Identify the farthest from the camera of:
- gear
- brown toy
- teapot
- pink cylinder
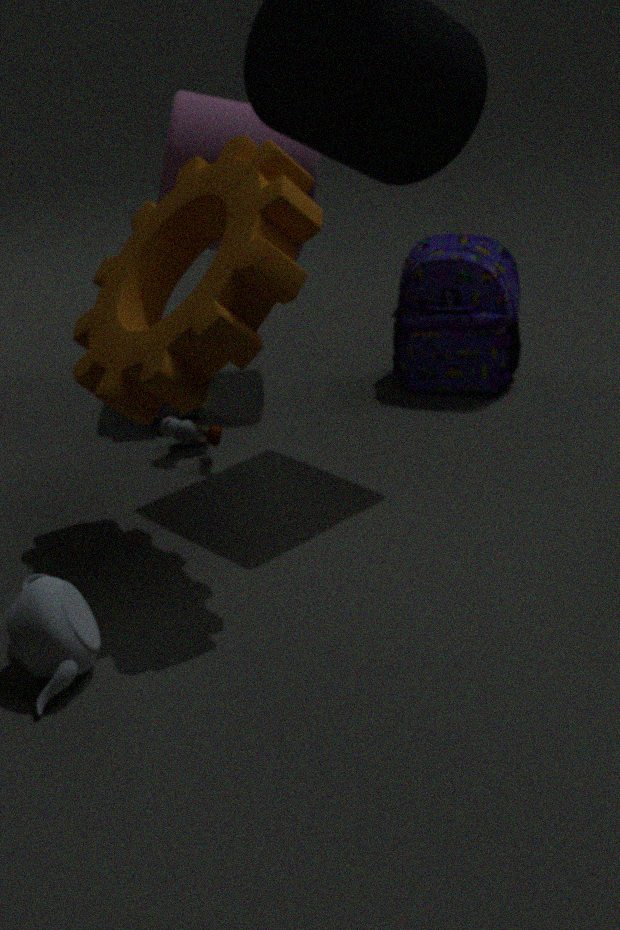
pink cylinder
